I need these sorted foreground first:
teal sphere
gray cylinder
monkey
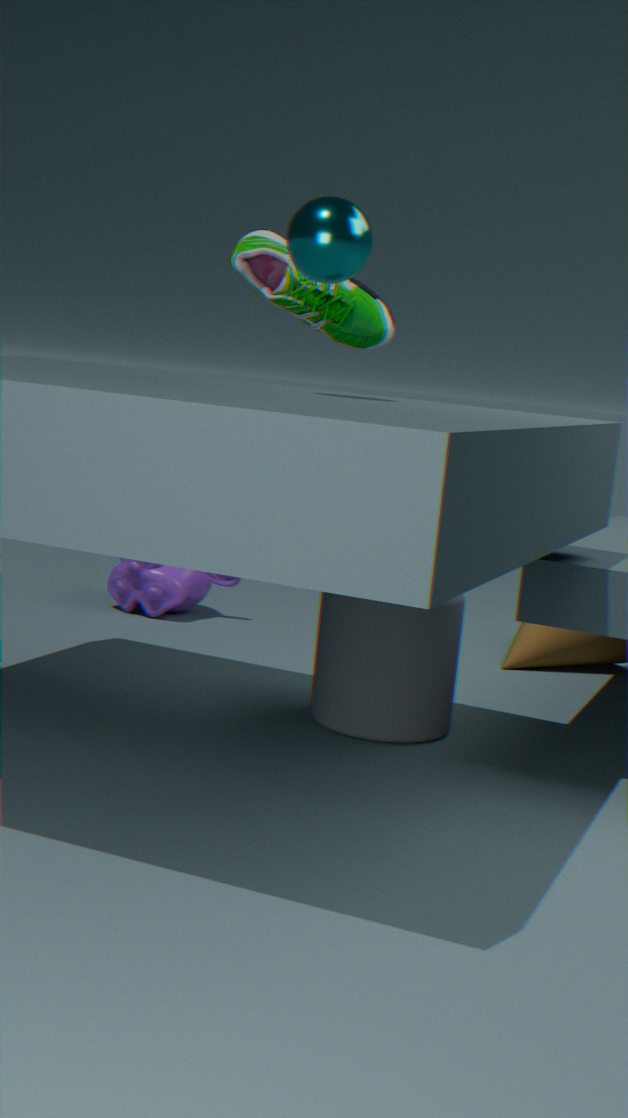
teal sphere, gray cylinder, monkey
